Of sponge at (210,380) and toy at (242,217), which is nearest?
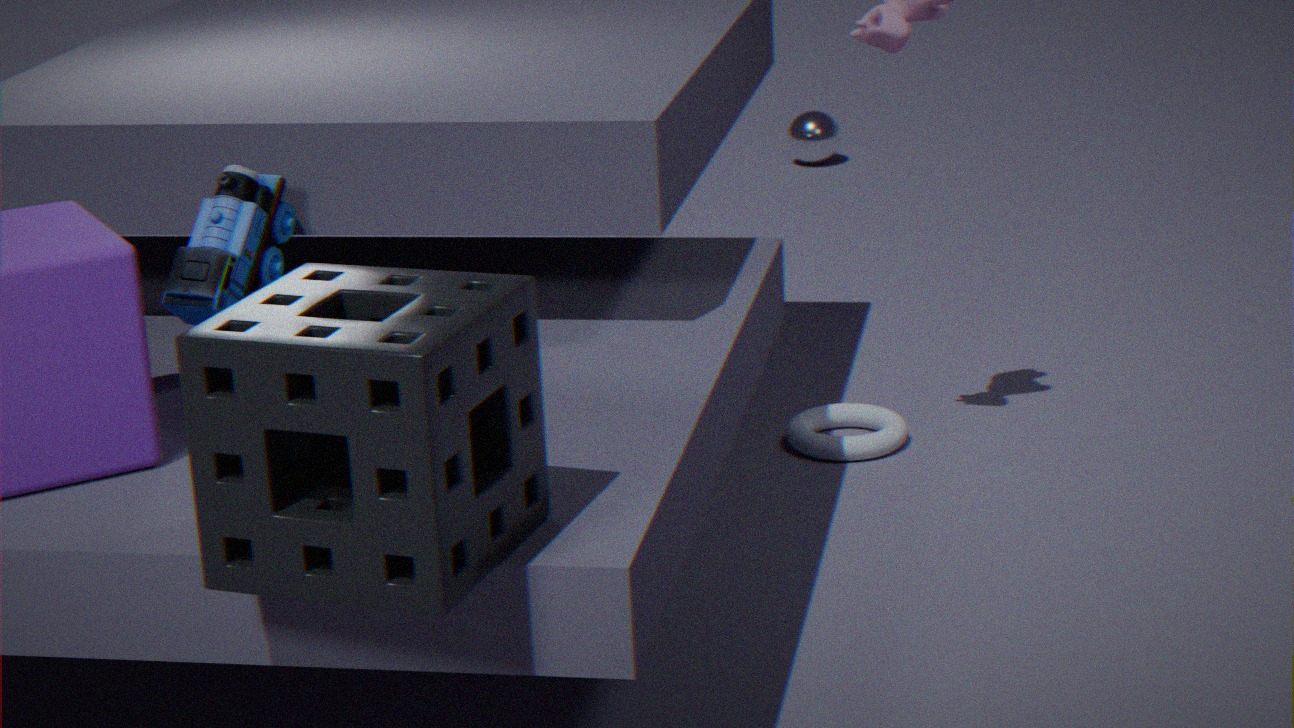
sponge at (210,380)
